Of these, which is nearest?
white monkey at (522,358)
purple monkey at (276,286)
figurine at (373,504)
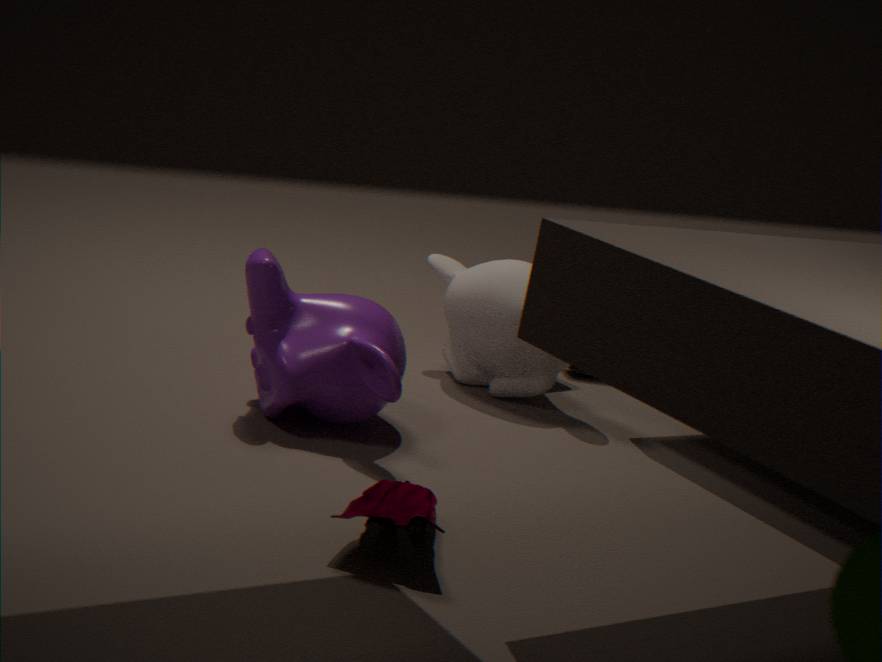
figurine at (373,504)
